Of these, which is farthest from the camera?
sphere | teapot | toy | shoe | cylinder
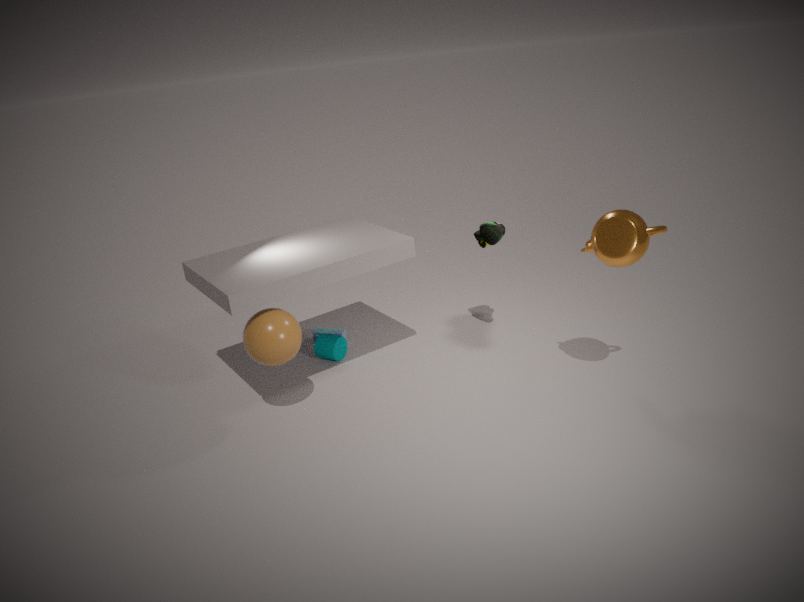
toy
